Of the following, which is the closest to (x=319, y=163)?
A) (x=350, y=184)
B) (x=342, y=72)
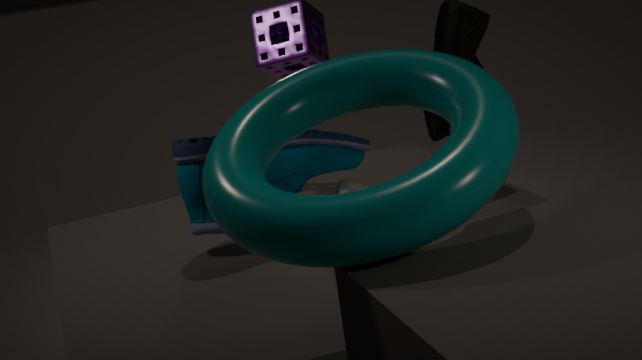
(x=350, y=184)
